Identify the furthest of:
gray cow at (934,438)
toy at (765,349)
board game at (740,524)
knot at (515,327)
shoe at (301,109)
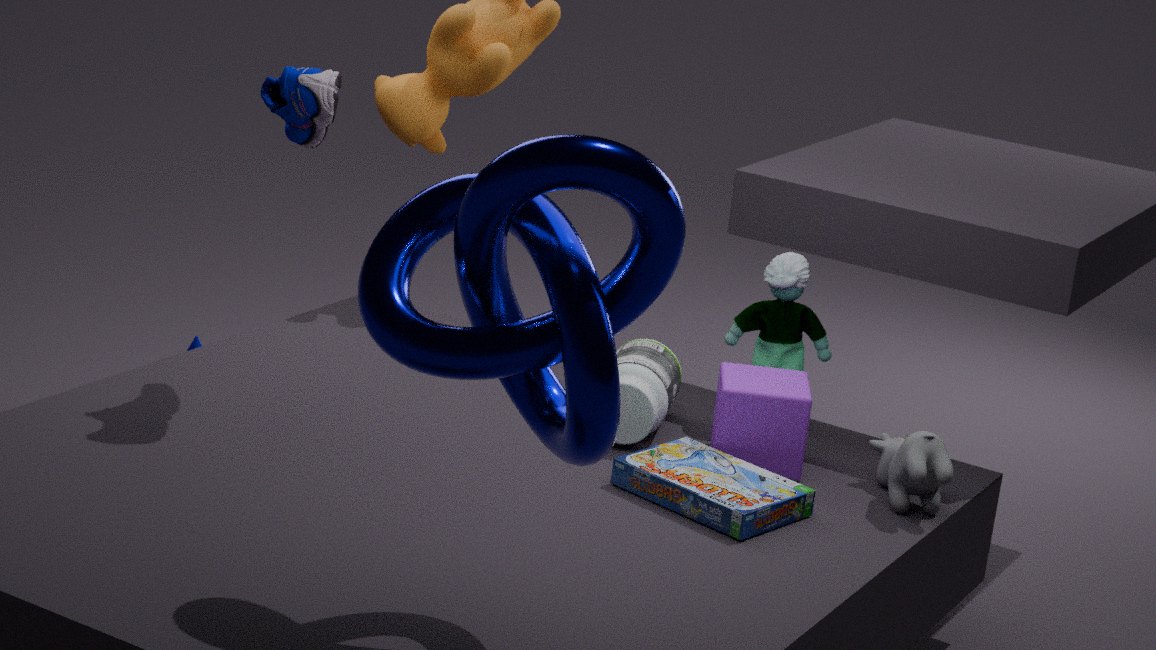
toy at (765,349)
